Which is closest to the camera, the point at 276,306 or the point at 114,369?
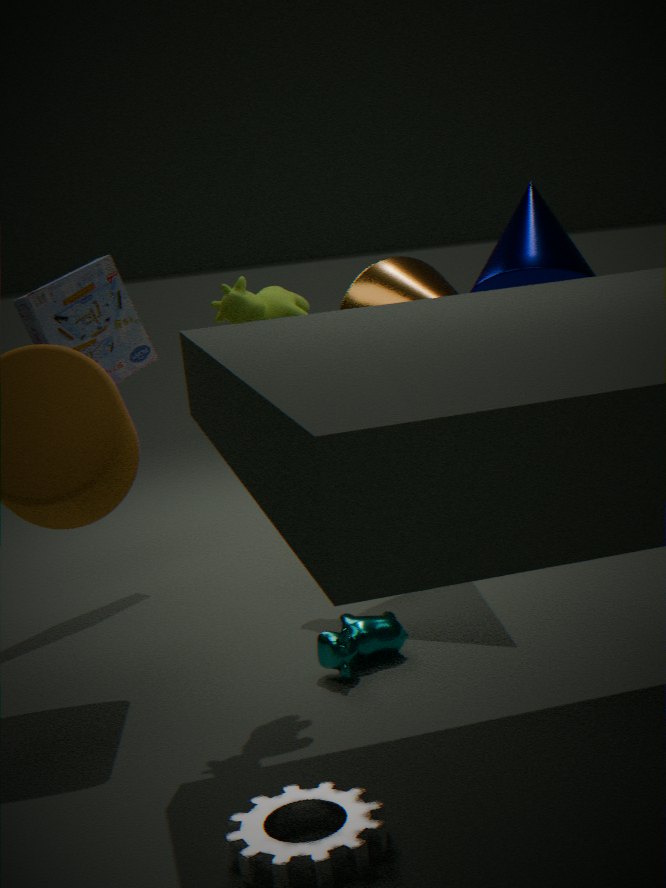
the point at 276,306
